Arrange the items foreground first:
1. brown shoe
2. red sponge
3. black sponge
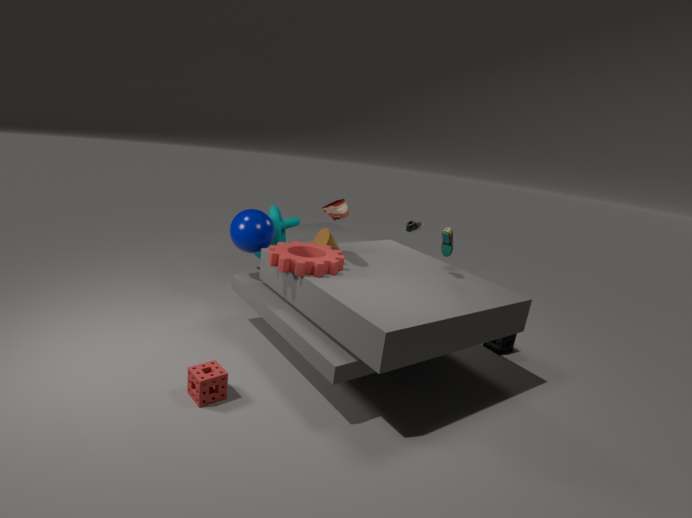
1. red sponge
2. brown shoe
3. black sponge
